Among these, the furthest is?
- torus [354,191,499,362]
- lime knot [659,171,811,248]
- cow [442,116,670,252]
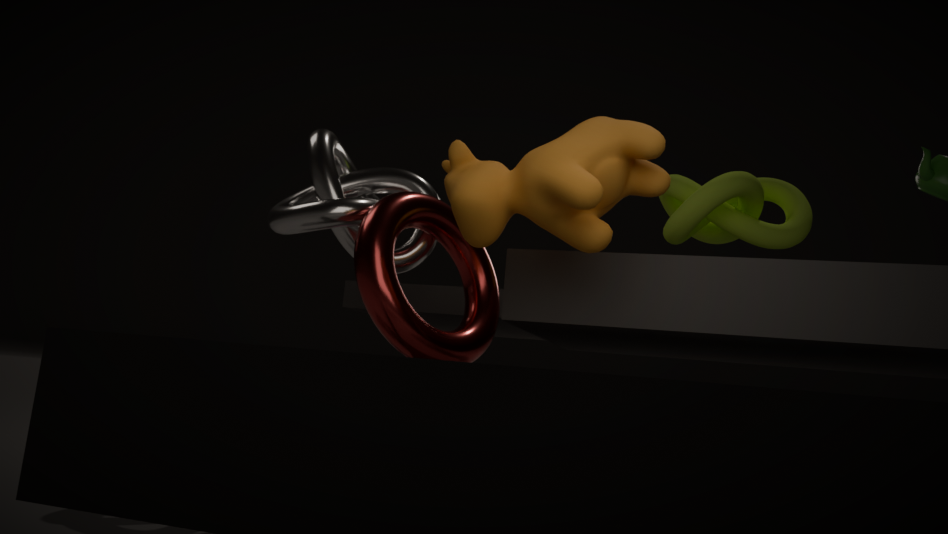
lime knot [659,171,811,248]
